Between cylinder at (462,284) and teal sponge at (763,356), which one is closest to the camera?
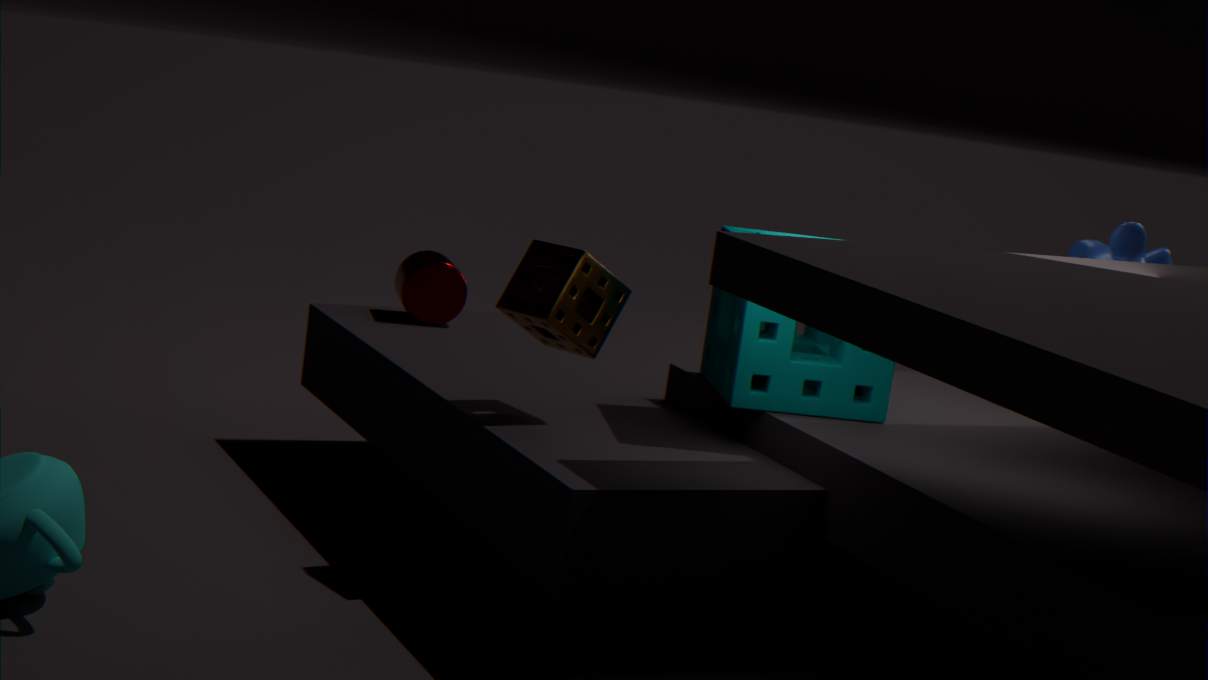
teal sponge at (763,356)
